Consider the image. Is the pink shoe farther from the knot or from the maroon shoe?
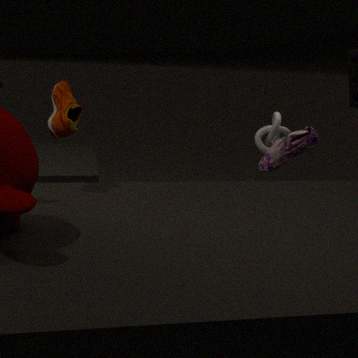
the maroon shoe
